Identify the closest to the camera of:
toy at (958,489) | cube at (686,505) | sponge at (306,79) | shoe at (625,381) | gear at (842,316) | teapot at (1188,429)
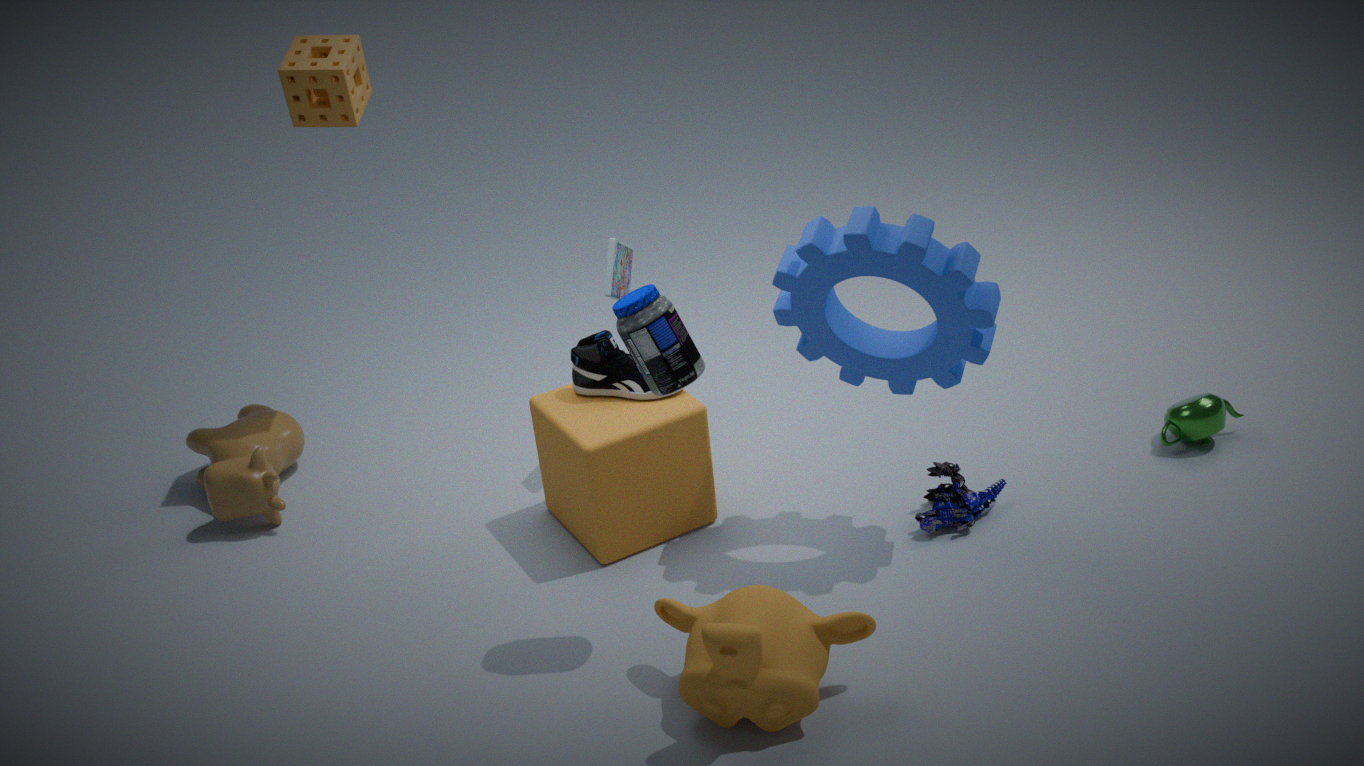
gear at (842,316)
